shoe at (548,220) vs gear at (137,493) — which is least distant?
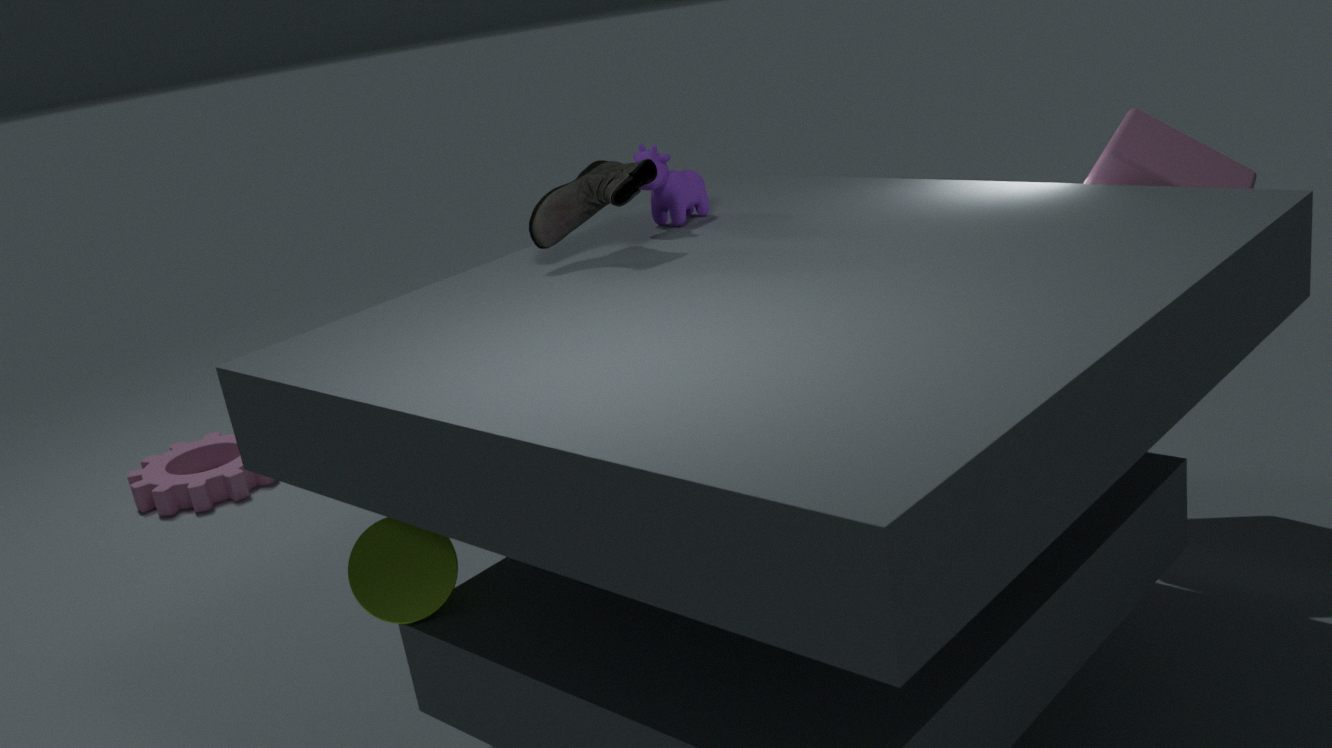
shoe at (548,220)
